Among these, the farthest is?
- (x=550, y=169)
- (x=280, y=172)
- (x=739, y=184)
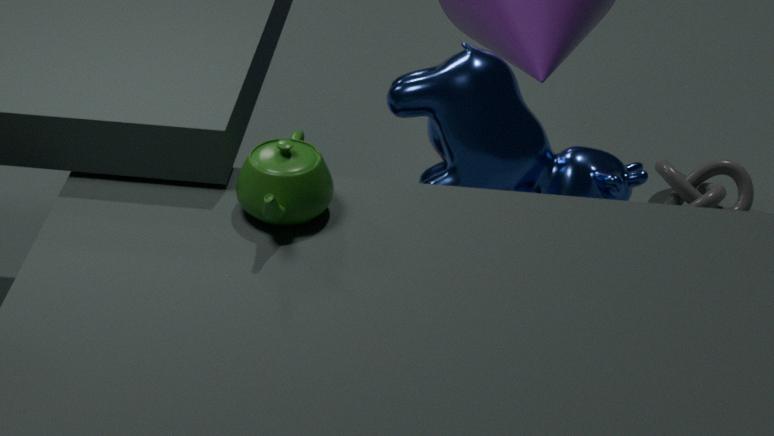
(x=739, y=184)
